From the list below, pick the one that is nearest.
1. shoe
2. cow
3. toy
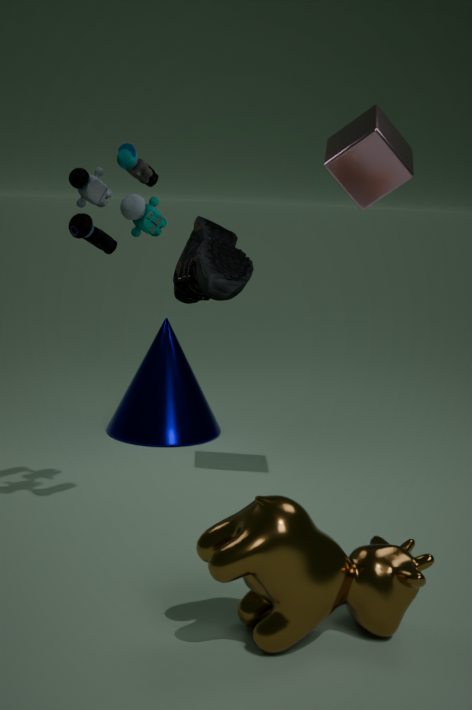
cow
